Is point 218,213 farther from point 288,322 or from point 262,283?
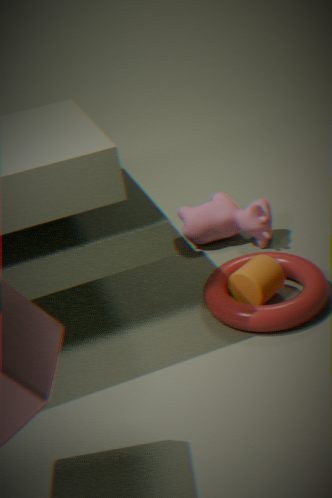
point 288,322
